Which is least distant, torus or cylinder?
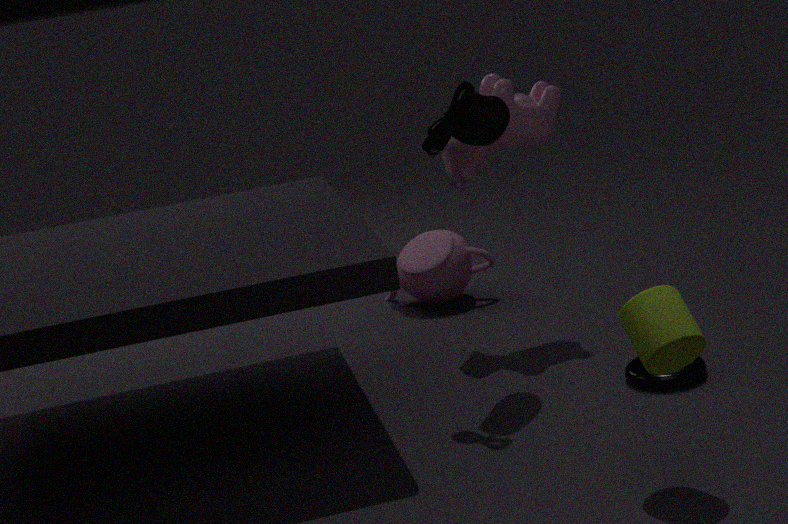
cylinder
